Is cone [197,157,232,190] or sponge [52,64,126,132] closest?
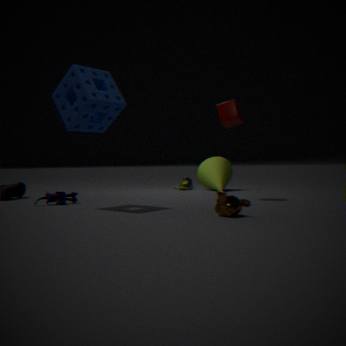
sponge [52,64,126,132]
